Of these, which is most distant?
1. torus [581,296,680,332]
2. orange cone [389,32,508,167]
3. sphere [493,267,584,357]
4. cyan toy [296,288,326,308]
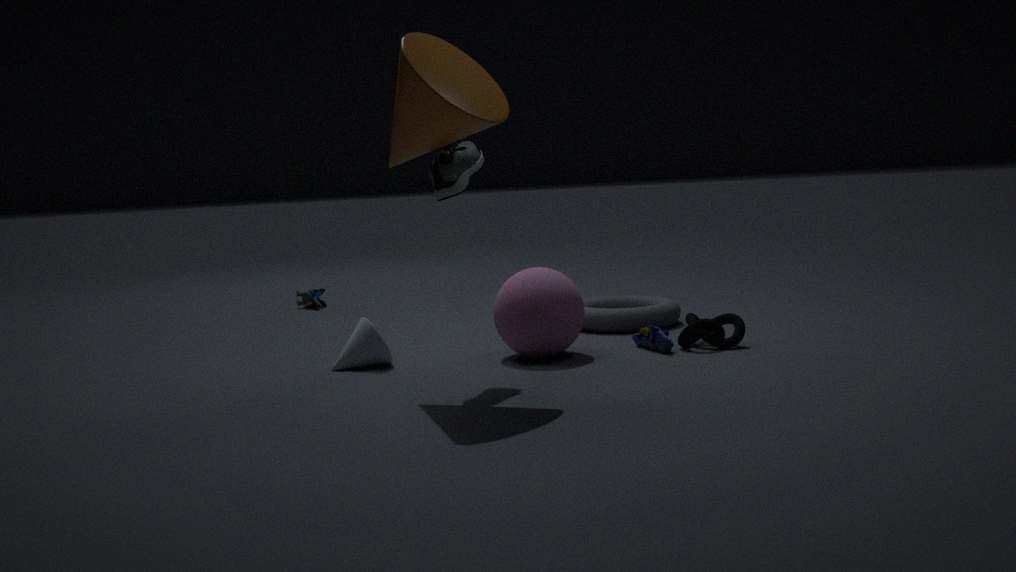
cyan toy [296,288,326,308]
